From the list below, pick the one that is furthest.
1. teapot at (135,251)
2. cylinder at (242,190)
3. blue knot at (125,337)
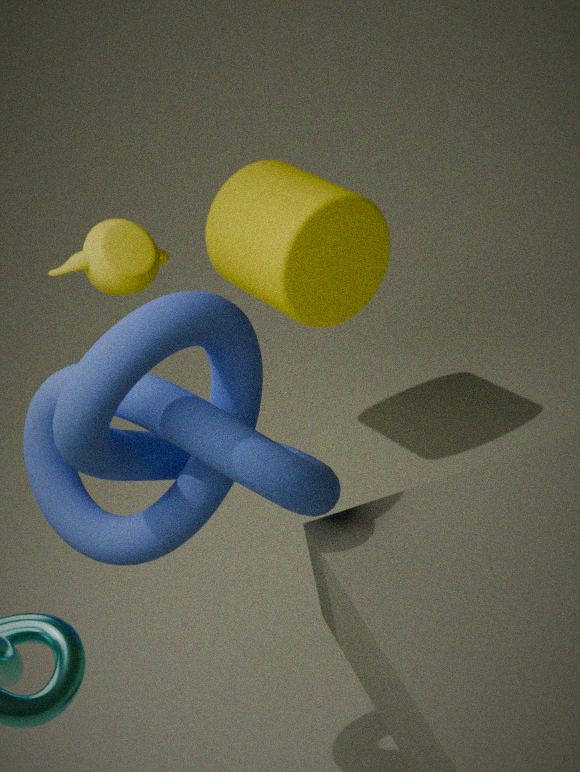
cylinder at (242,190)
